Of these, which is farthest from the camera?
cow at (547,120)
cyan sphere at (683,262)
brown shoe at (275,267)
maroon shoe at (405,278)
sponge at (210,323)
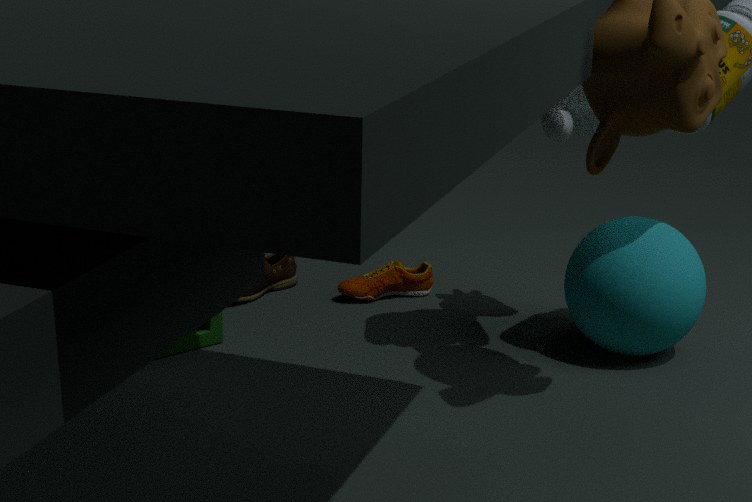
brown shoe at (275,267)
